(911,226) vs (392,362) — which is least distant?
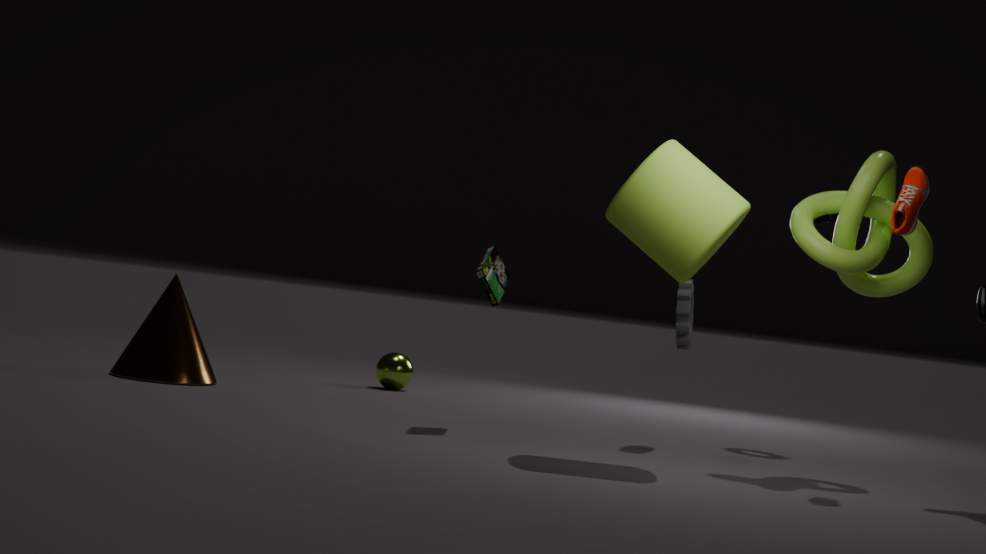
(911,226)
